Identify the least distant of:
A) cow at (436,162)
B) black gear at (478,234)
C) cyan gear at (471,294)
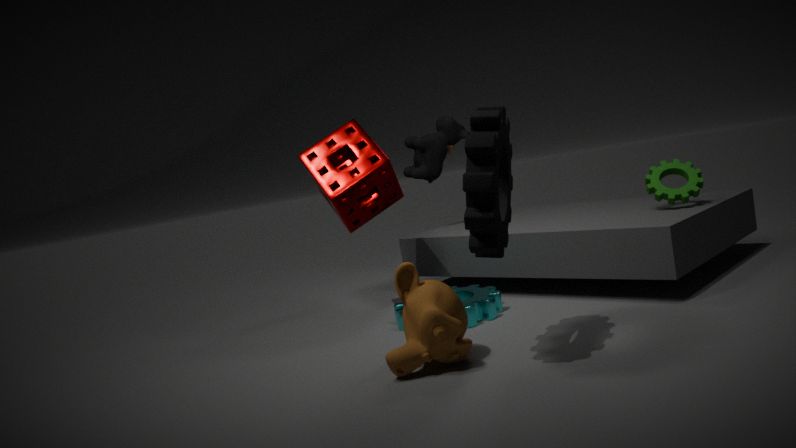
black gear at (478,234)
